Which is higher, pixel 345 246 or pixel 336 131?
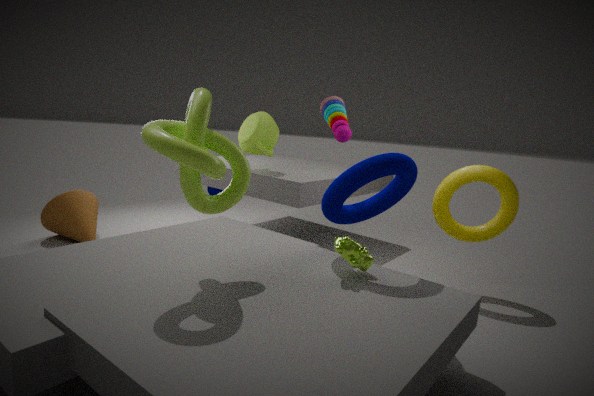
pixel 336 131
